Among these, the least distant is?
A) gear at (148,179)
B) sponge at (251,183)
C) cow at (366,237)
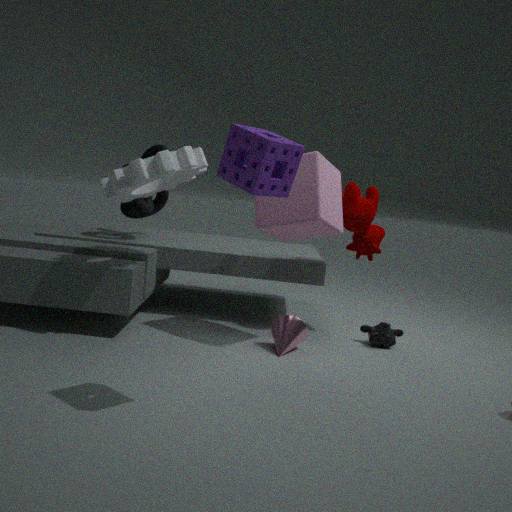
sponge at (251,183)
